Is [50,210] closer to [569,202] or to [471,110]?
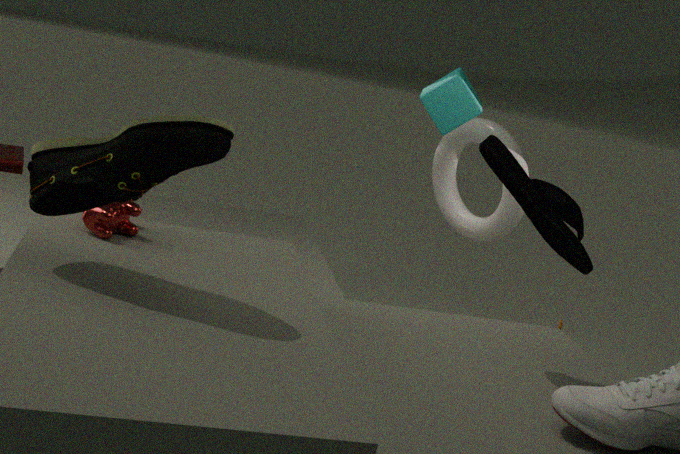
[569,202]
